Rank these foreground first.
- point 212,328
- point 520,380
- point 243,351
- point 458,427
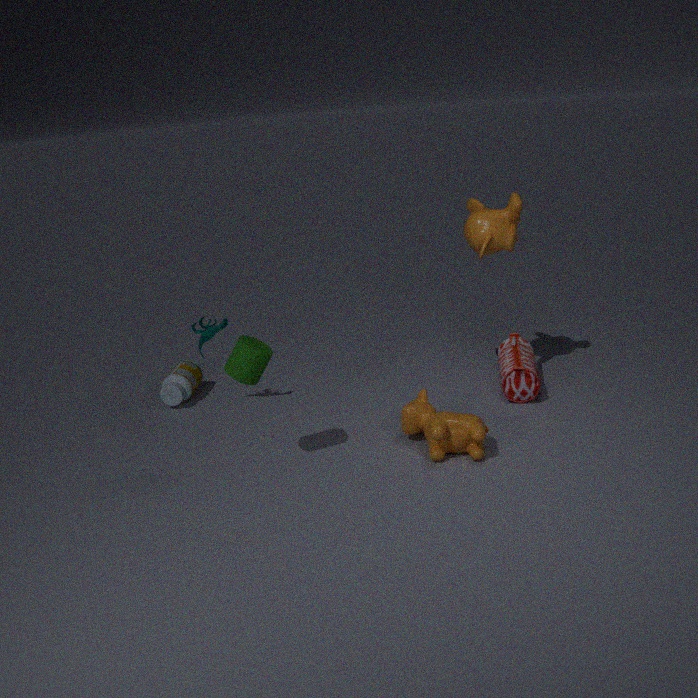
point 243,351
point 458,427
point 520,380
point 212,328
